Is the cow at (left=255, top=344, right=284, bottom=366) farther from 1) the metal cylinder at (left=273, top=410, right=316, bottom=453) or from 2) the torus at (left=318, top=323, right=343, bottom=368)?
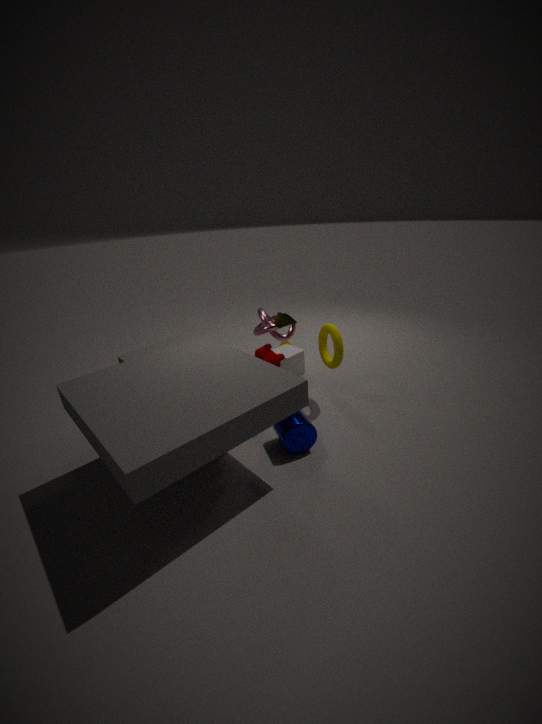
2) the torus at (left=318, top=323, right=343, bottom=368)
